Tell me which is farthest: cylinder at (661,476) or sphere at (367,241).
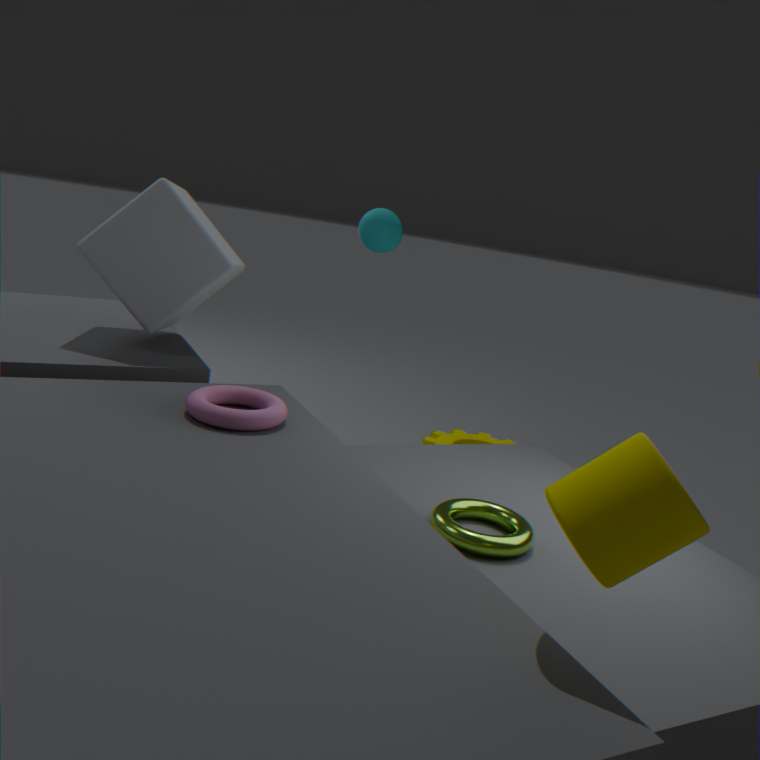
sphere at (367,241)
